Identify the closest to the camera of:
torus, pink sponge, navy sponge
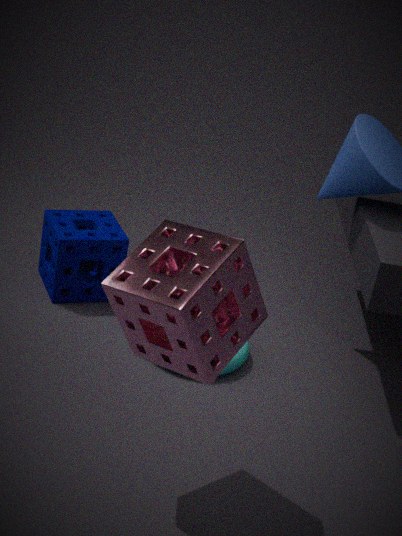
pink sponge
